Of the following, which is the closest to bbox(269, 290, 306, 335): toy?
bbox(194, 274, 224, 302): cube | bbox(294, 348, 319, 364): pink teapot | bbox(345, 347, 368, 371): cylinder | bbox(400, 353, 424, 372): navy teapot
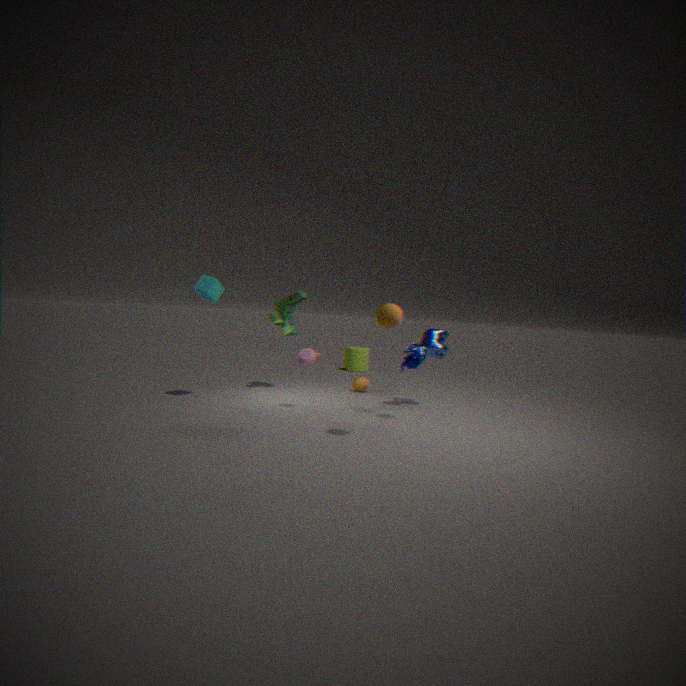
bbox(194, 274, 224, 302): cube
